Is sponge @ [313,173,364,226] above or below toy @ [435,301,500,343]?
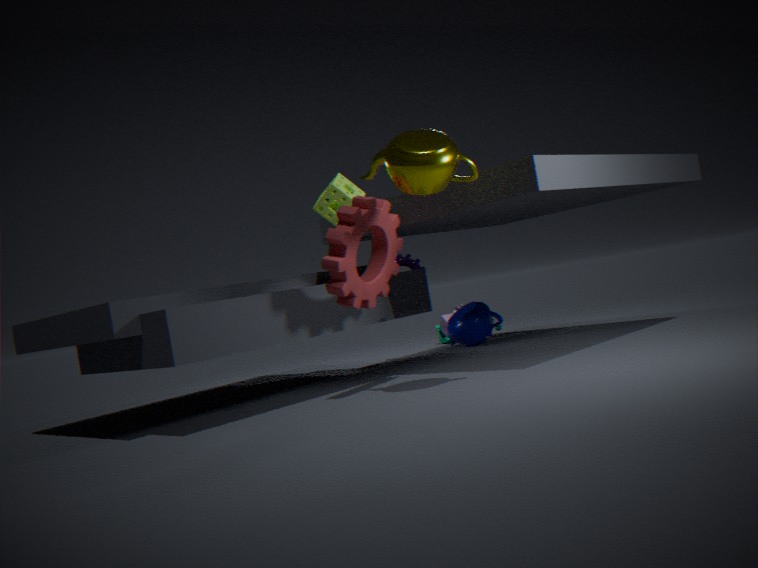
above
